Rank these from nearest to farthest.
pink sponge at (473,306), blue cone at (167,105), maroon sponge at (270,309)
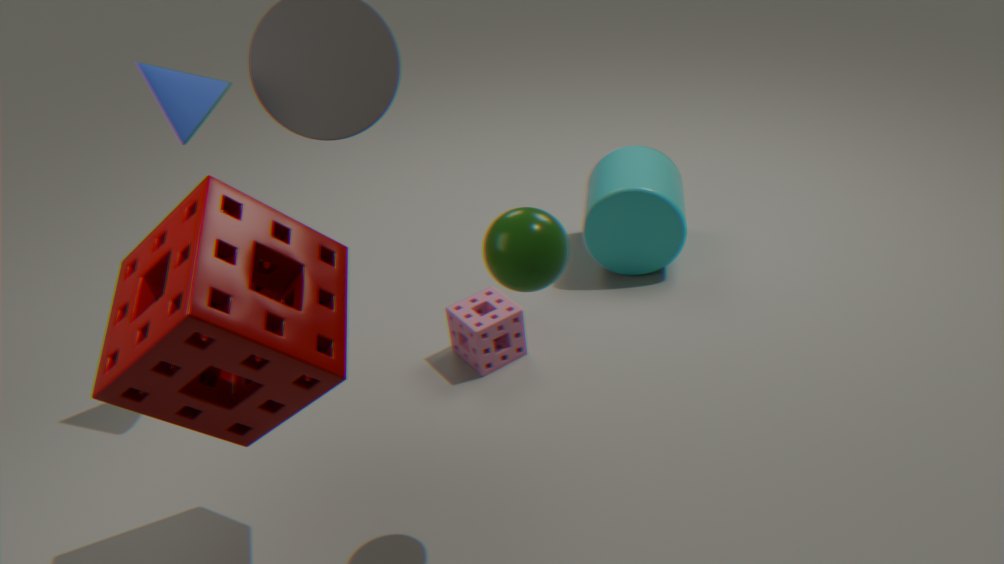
maroon sponge at (270,309), blue cone at (167,105), pink sponge at (473,306)
